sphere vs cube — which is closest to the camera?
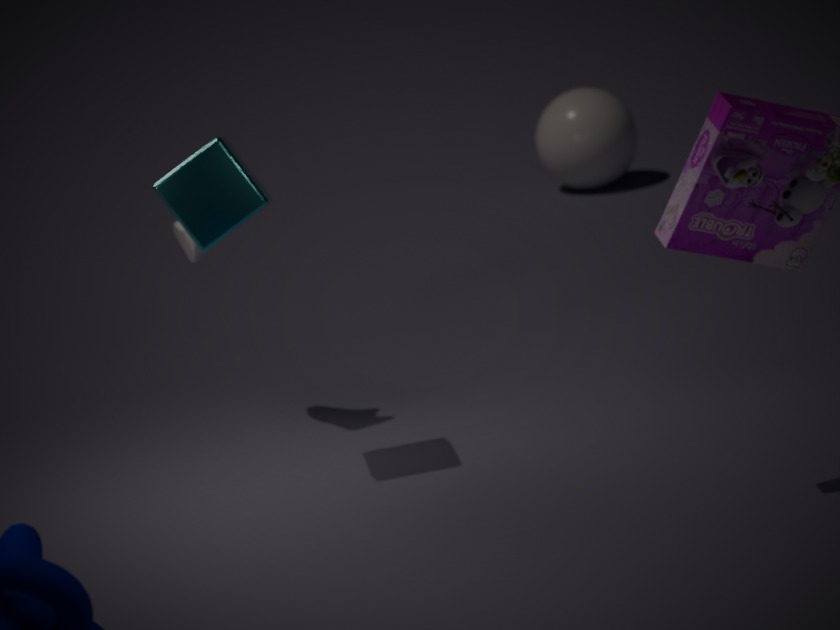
cube
